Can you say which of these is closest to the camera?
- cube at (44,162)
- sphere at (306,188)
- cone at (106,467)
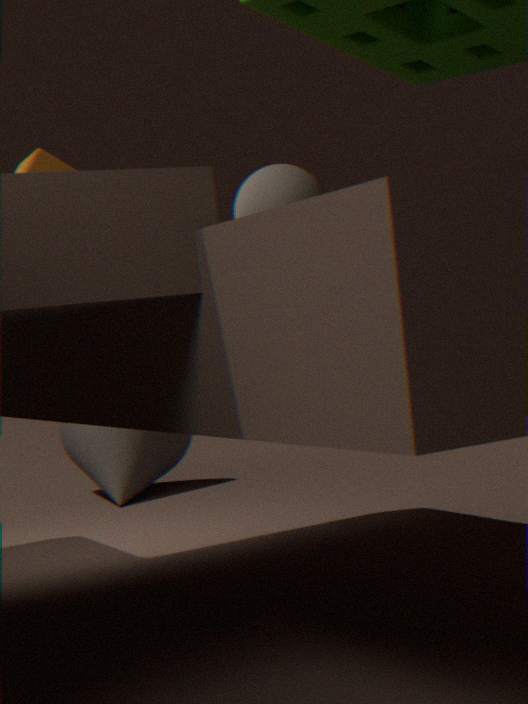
sphere at (306,188)
